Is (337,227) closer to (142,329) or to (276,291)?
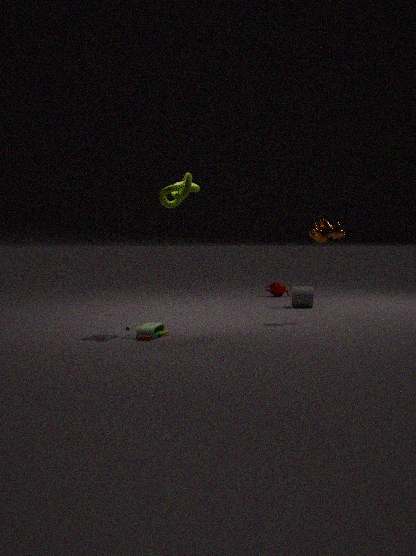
(142,329)
